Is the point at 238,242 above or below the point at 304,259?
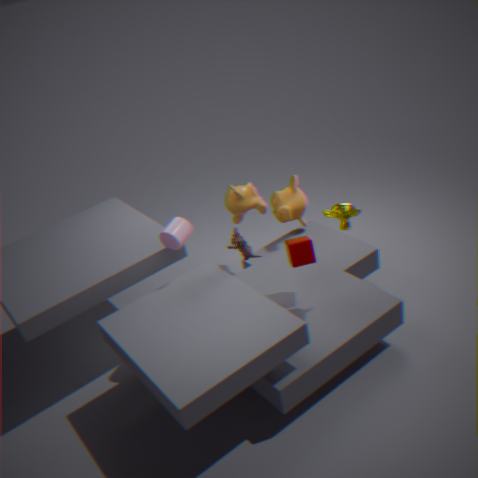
above
